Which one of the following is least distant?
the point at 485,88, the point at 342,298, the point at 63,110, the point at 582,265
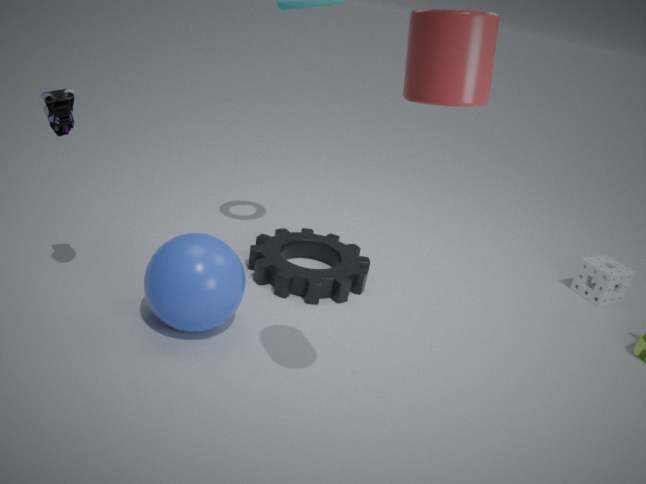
the point at 485,88
